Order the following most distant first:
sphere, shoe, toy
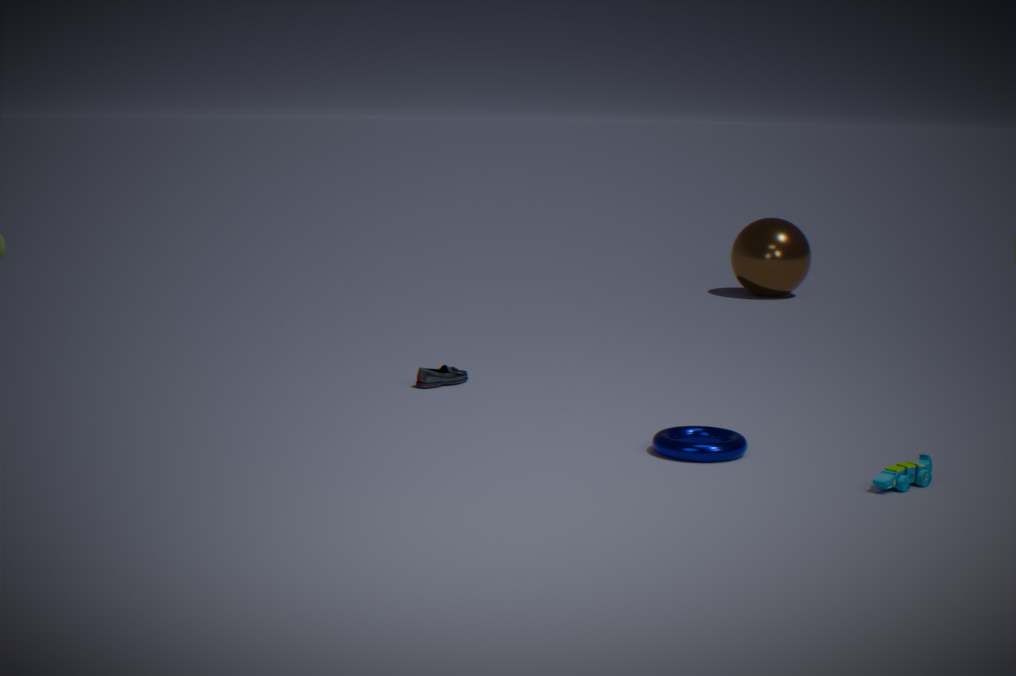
sphere
shoe
toy
